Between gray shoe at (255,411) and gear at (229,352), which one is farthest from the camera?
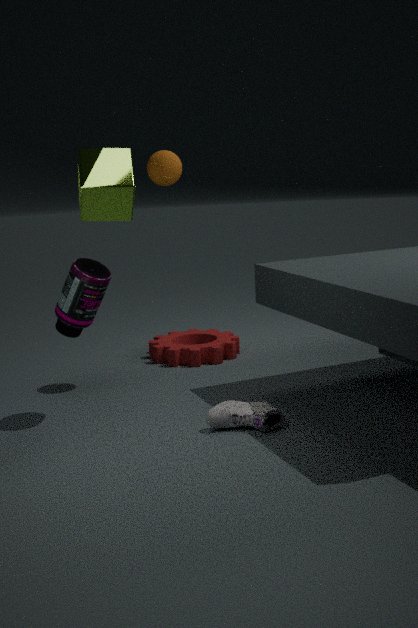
gear at (229,352)
